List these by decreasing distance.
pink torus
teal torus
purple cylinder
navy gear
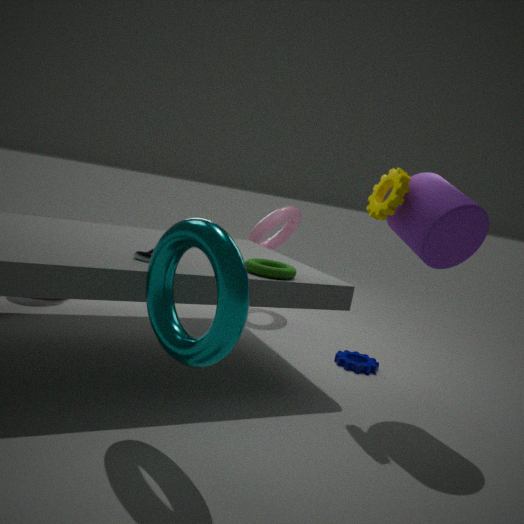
pink torus, navy gear, purple cylinder, teal torus
